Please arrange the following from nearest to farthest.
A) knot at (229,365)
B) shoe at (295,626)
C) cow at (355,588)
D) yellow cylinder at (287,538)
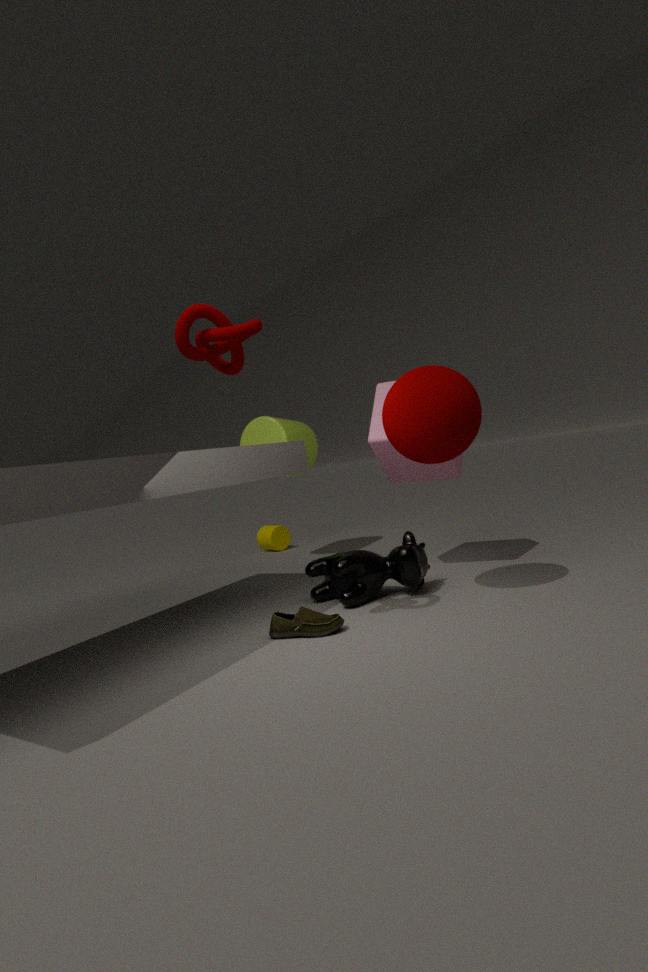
knot at (229,365) → shoe at (295,626) → cow at (355,588) → yellow cylinder at (287,538)
